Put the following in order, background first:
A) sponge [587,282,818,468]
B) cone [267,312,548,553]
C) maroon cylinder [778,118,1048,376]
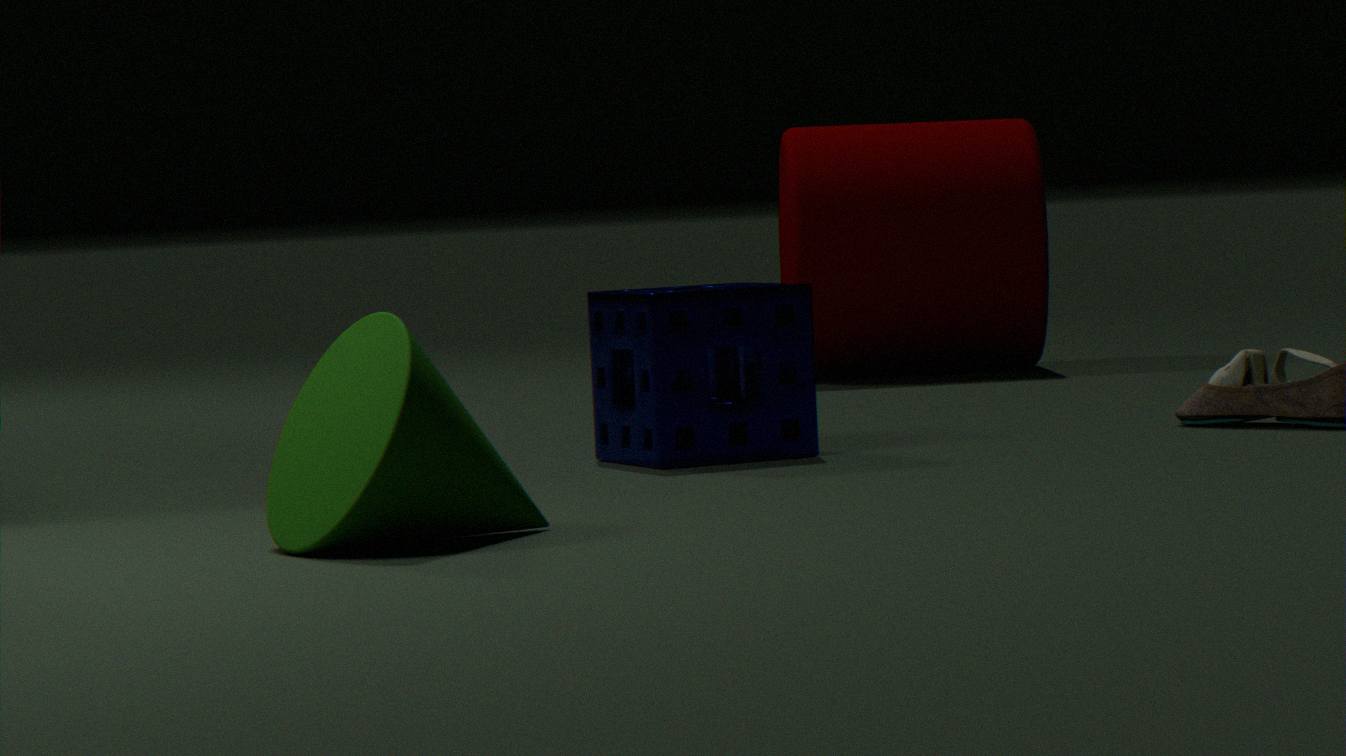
maroon cylinder [778,118,1048,376] → sponge [587,282,818,468] → cone [267,312,548,553]
